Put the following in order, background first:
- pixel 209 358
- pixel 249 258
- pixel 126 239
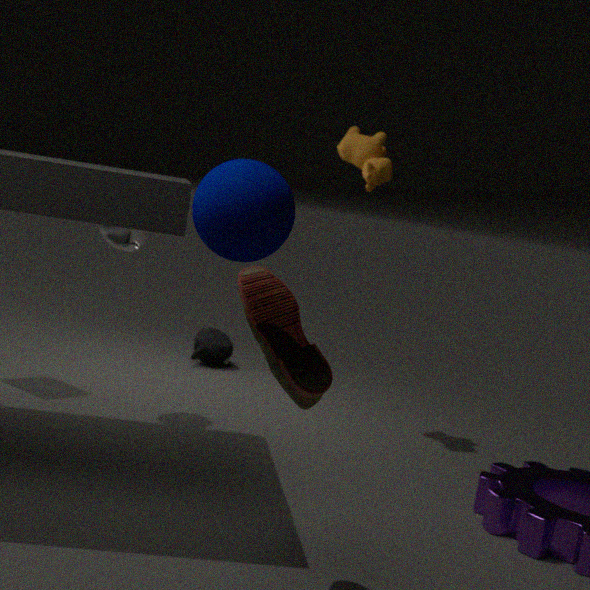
pixel 209 358 < pixel 126 239 < pixel 249 258
